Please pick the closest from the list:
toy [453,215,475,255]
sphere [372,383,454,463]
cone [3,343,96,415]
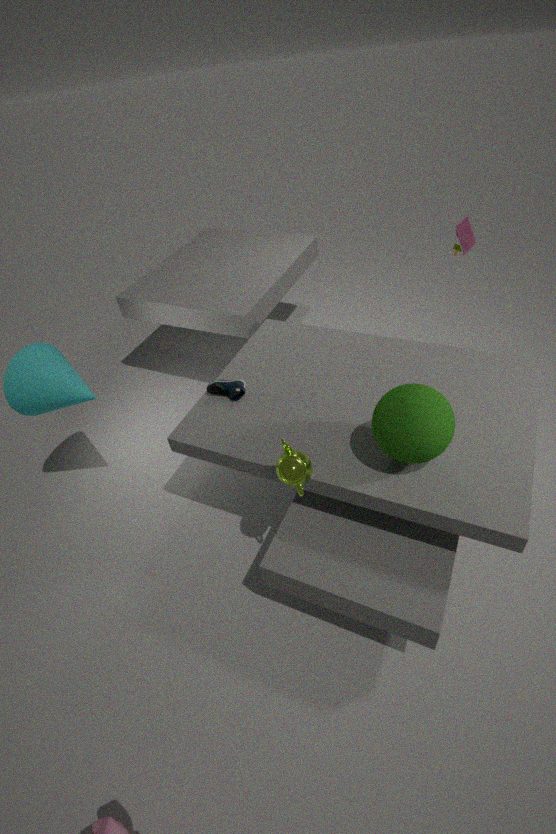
sphere [372,383,454,463]
